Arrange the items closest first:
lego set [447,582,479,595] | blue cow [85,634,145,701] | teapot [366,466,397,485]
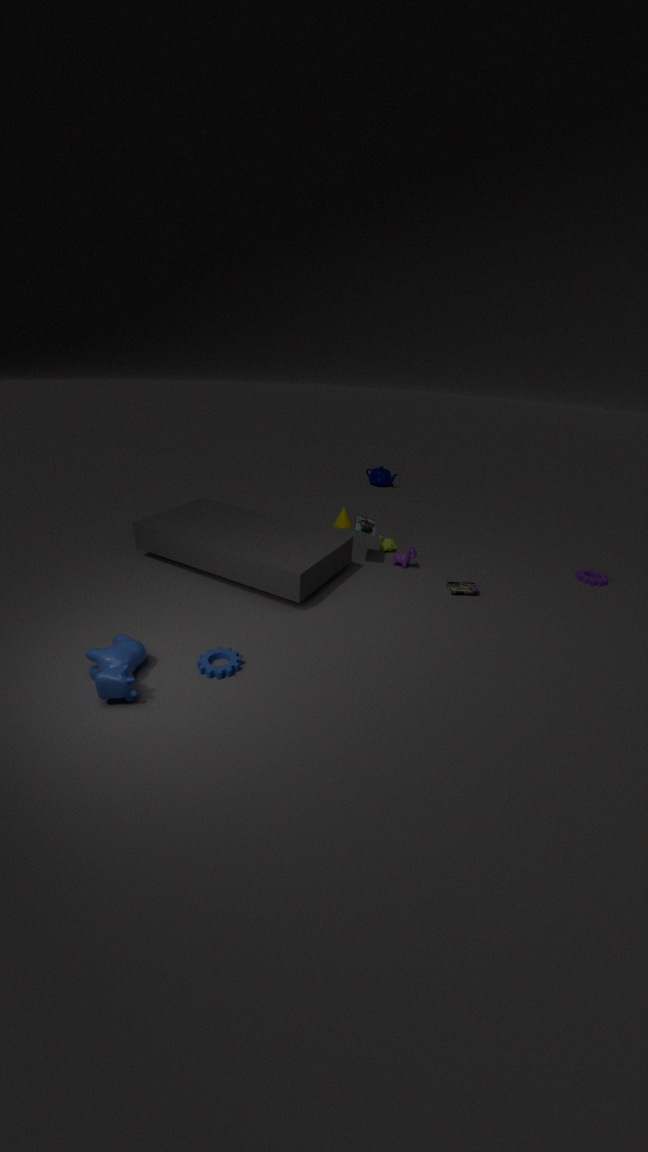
blue cow [85,634,145,701]
lego set [447,582,479,595]
teapot [366,466,397,485]
